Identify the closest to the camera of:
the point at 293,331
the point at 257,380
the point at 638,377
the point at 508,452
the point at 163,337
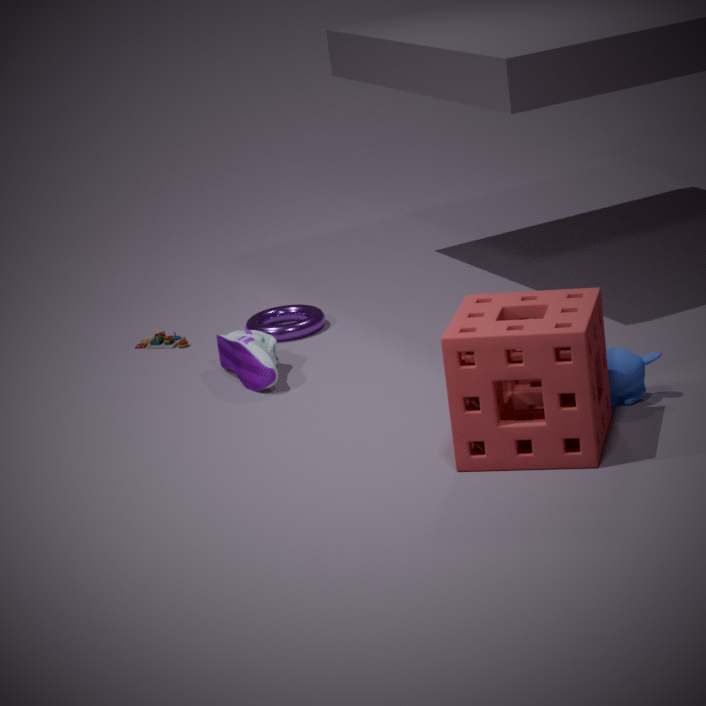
the point at 508,452
